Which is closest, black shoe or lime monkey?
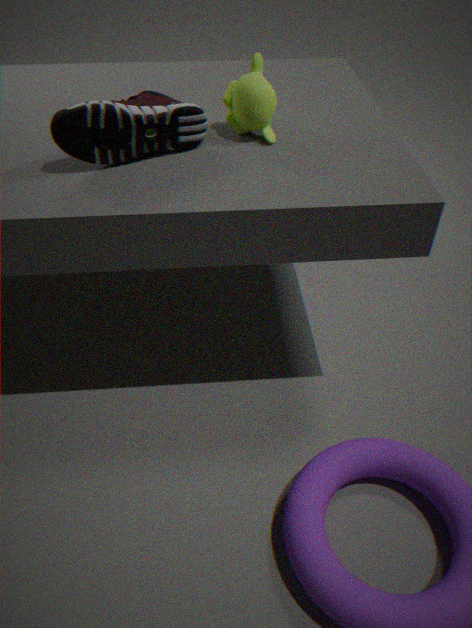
black shoe
